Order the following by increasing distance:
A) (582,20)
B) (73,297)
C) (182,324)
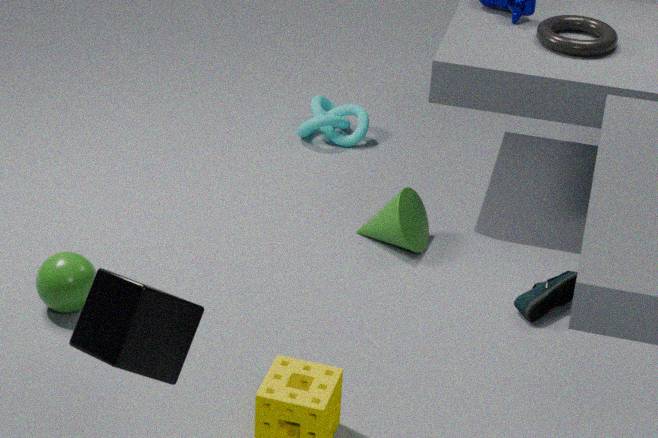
C. (182,324), B. (73,297), A. (582,20)
